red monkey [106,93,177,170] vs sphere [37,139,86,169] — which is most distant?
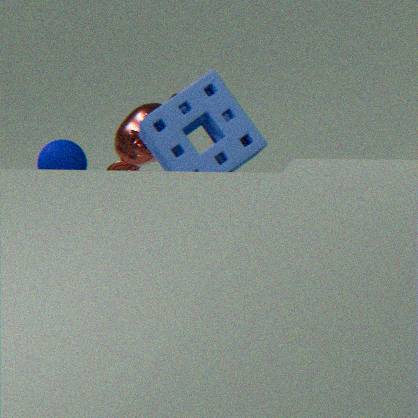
red monkey [106,93,177,170]
